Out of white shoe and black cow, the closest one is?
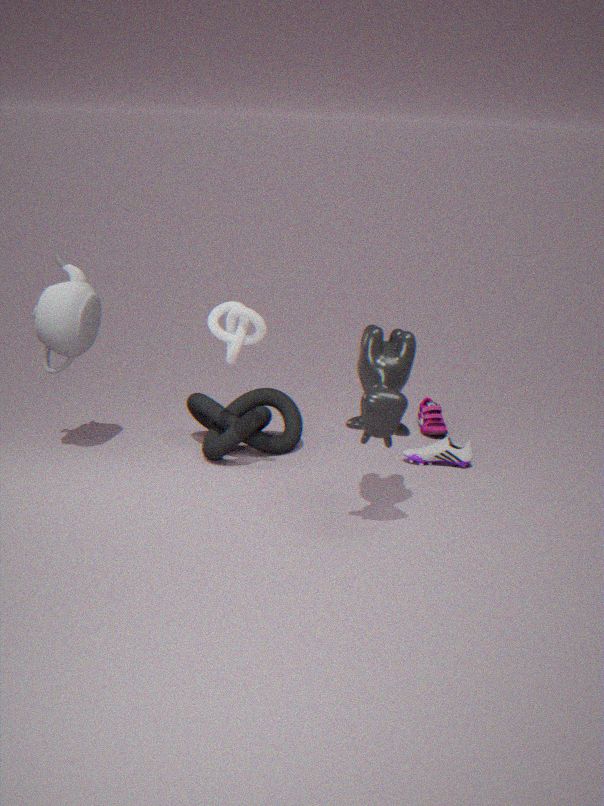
black cow
